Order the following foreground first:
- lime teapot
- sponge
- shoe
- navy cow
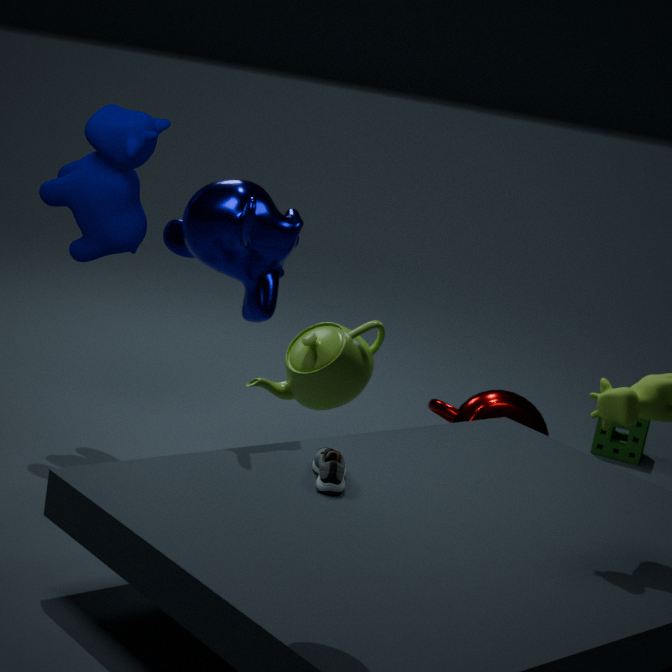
lime teapot, shoe, navy cow, sponge
